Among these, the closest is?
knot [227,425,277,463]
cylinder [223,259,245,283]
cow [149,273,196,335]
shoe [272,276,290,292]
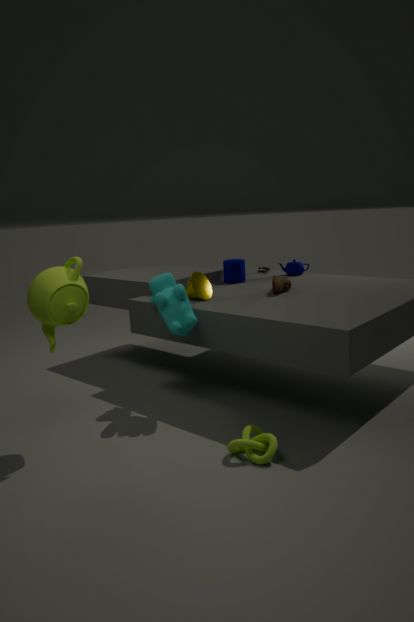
knot [227,425,277,463]
